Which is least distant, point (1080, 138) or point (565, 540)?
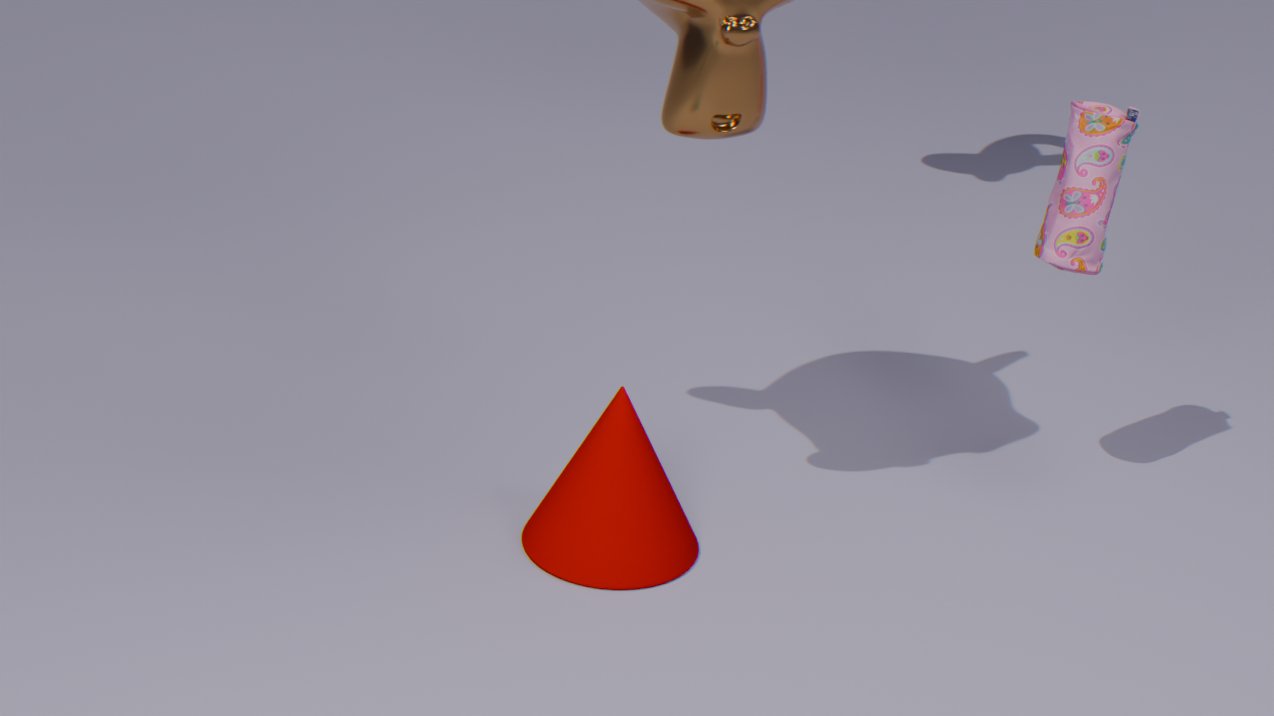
point (565, 540)
